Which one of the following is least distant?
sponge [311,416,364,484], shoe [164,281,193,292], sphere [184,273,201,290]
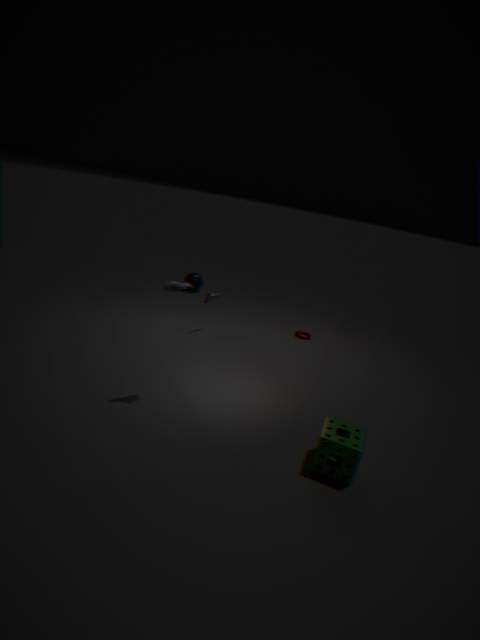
sponge [311,416,364,484]
